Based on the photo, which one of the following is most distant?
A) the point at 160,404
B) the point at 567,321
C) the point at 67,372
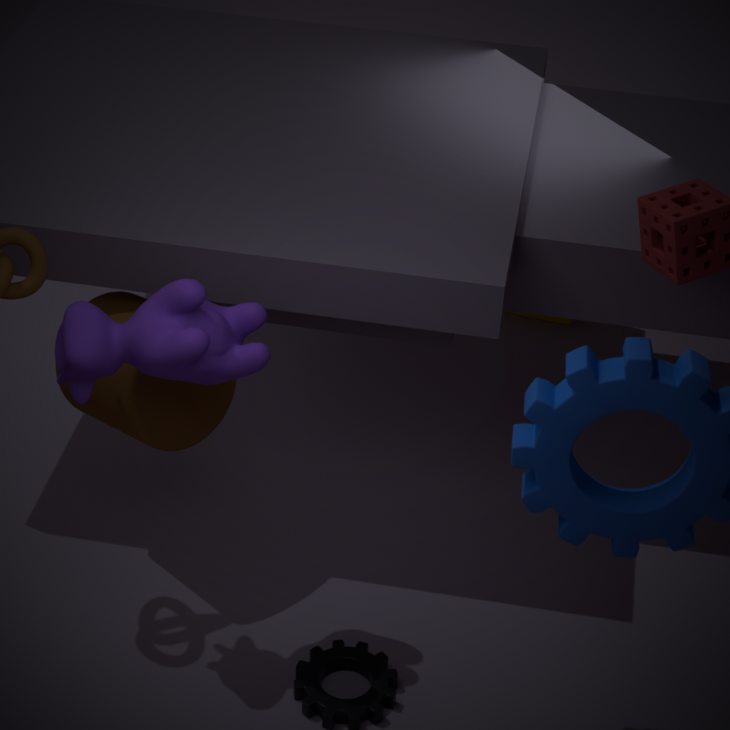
the point at 567,321
